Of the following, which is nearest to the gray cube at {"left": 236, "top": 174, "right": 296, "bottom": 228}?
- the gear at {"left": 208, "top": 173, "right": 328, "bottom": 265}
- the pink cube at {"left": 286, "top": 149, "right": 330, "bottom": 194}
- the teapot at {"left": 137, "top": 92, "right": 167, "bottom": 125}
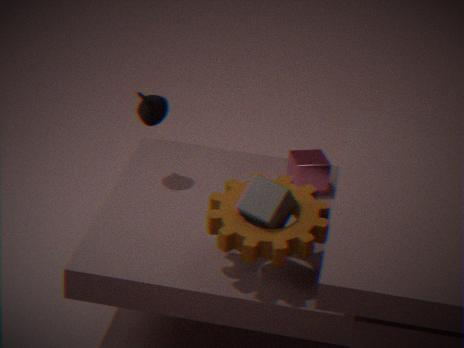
the gear at {"left": 208, "top": 173, "right": 328, "bottom": 265}
